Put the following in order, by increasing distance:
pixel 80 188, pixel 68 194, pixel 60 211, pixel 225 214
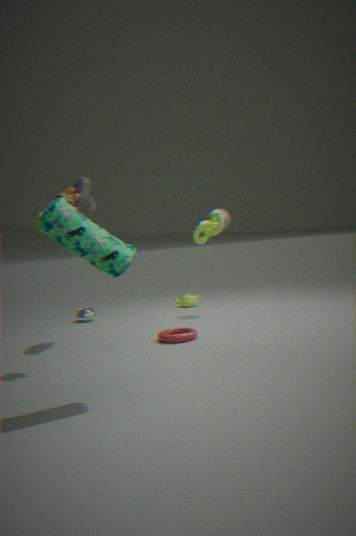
1. pixel 60 211
2. pixel 68 194
3. pixel 80 188
4. pixel 225 214
